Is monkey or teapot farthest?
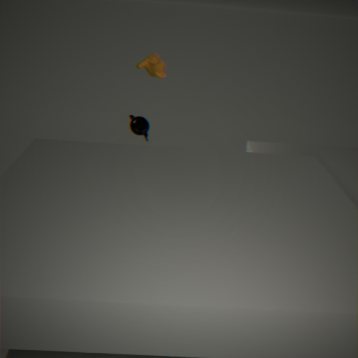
teapot
